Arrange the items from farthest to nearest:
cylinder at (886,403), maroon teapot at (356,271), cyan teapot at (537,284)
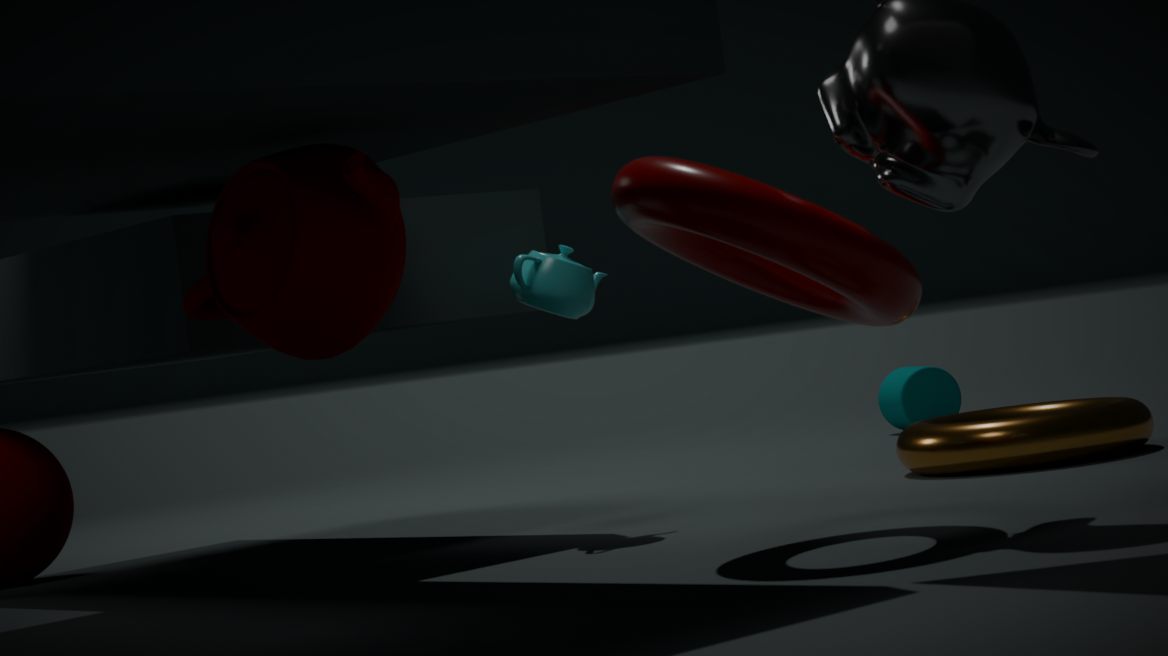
1. cylinder at (886,403)
2. cyan teapot at (537,284)
3. maroon teapot at (356,271)
